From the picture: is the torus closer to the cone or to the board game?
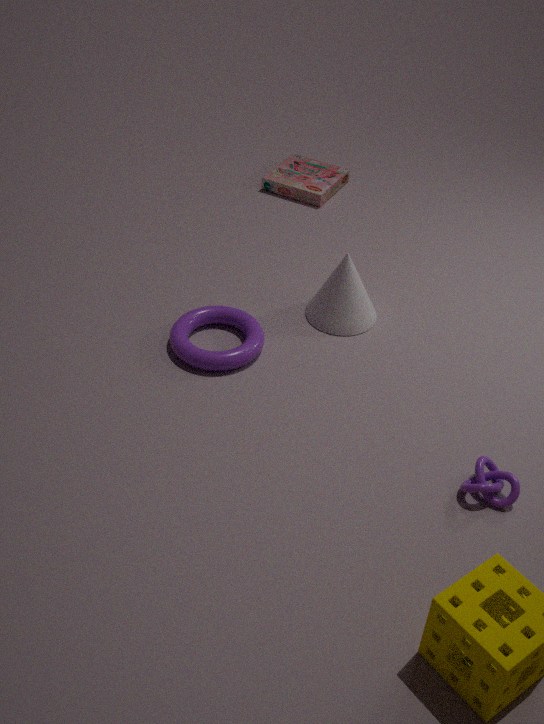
the cone
